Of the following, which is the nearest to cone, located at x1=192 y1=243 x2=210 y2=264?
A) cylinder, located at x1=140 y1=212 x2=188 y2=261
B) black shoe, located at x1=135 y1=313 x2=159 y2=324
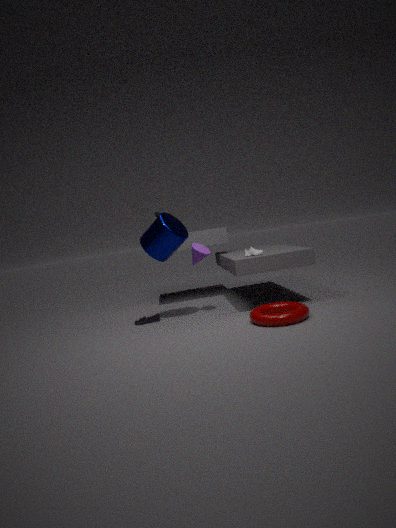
cylinder, located at x1=140 y1=212 x2=188 y2=261
